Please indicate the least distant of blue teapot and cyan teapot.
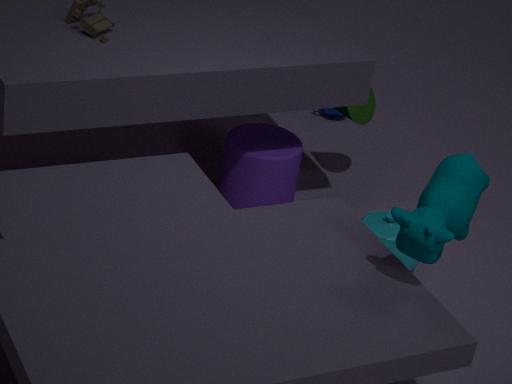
cyan teapot
